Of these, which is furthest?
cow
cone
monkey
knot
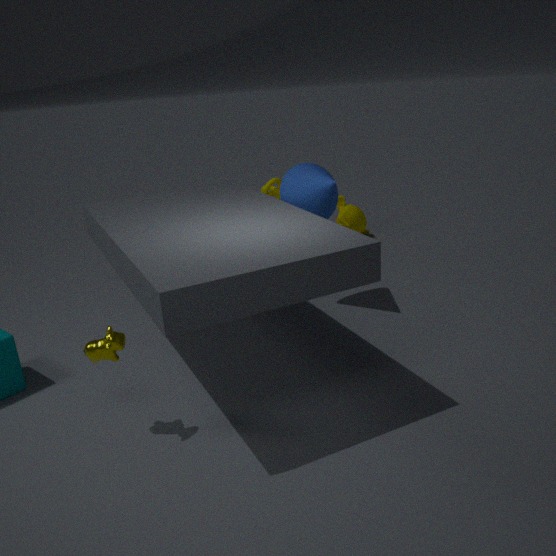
monkey
